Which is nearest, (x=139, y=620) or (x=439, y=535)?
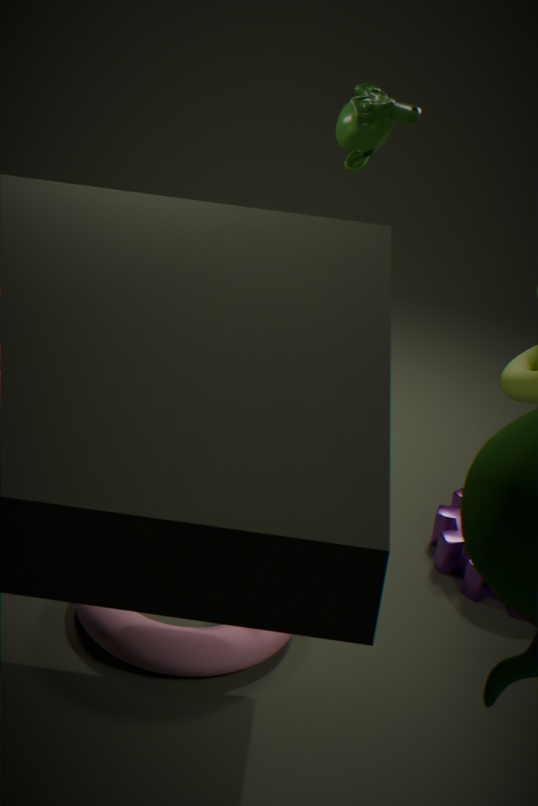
(x=139, y=620)
